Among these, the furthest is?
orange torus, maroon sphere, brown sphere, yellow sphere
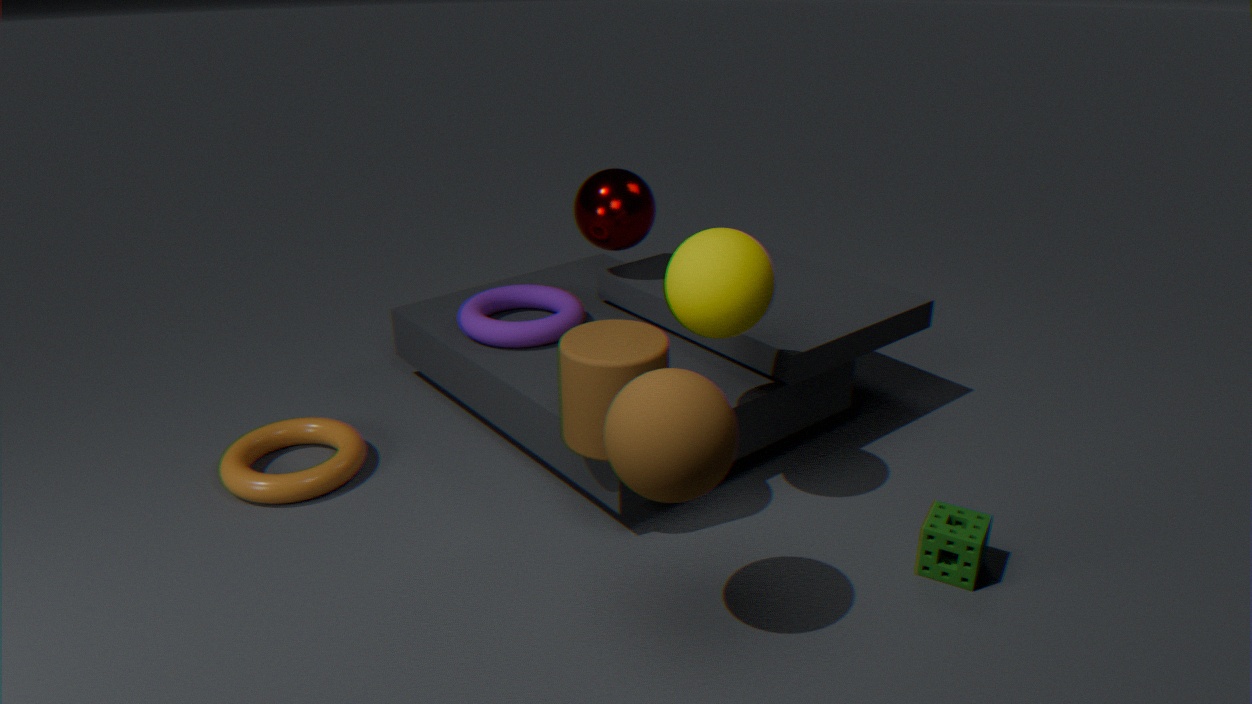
maroon sphere
